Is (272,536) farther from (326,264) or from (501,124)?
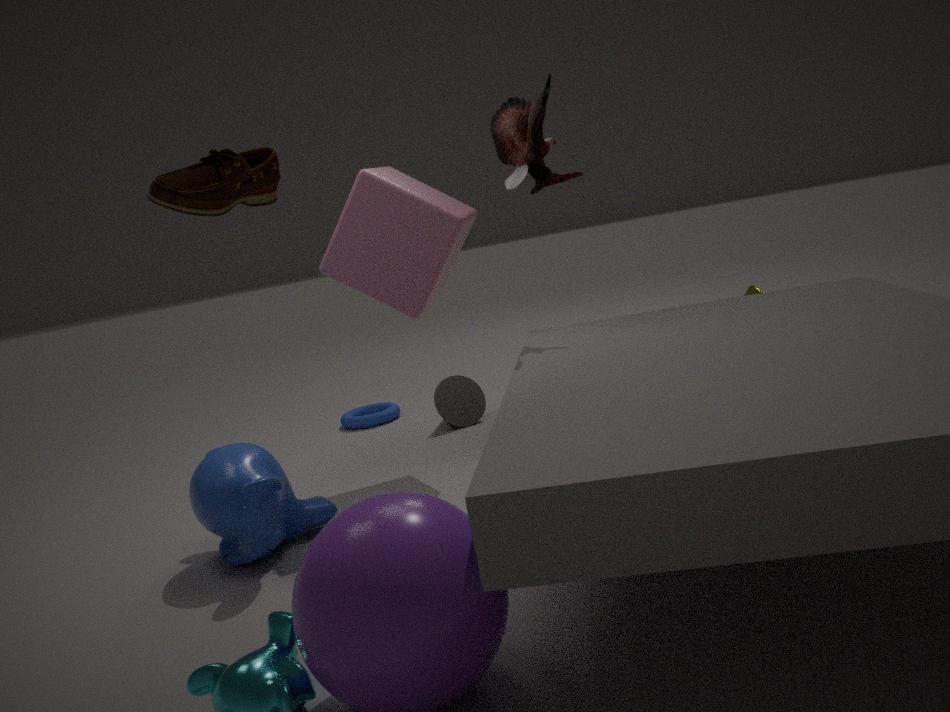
(501,124)
